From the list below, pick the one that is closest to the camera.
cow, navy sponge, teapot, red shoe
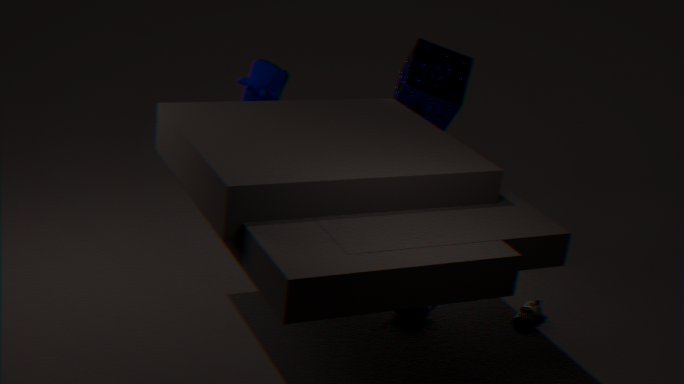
teapot
